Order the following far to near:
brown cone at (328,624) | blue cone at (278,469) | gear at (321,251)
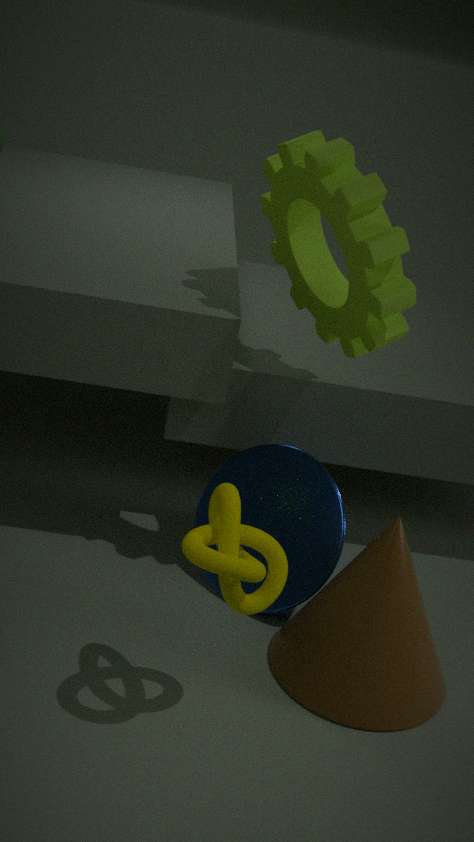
blue cone at (278,469) < brown cone at (328,624) < gear at (321,251)
